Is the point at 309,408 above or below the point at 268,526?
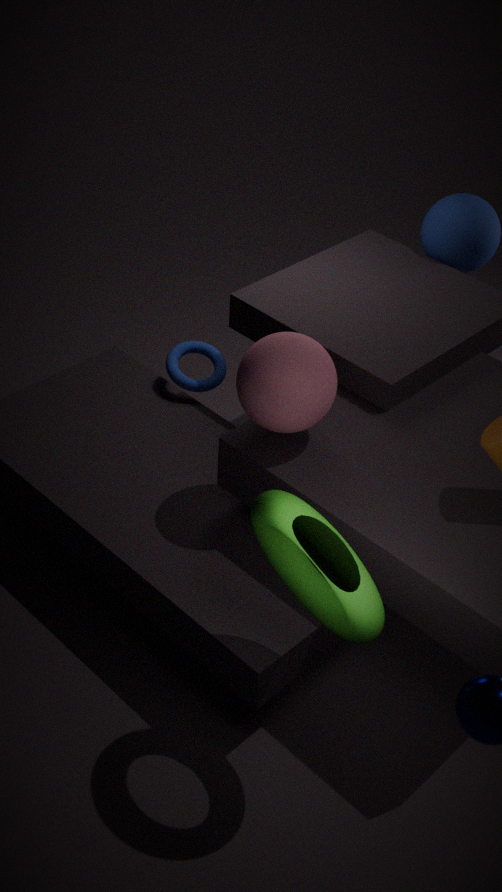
above
